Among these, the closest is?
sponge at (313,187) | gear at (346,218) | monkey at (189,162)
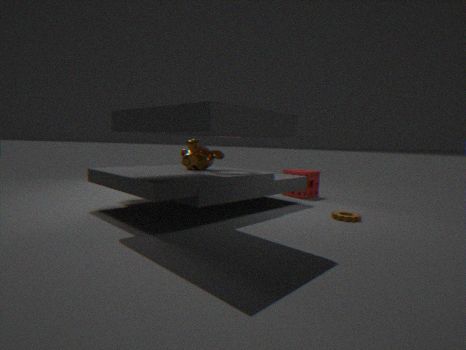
gear at (346,218)
